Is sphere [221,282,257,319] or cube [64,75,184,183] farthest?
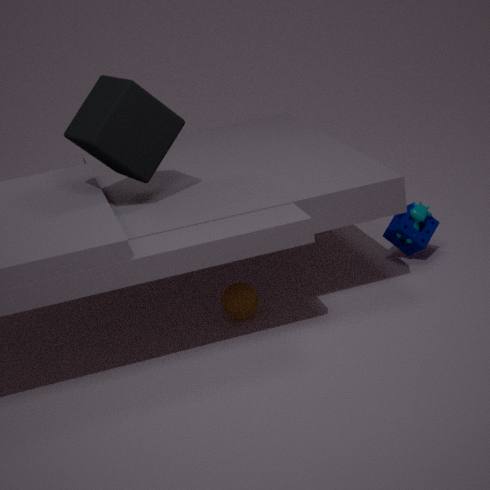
sphere [221,282,257,319]
